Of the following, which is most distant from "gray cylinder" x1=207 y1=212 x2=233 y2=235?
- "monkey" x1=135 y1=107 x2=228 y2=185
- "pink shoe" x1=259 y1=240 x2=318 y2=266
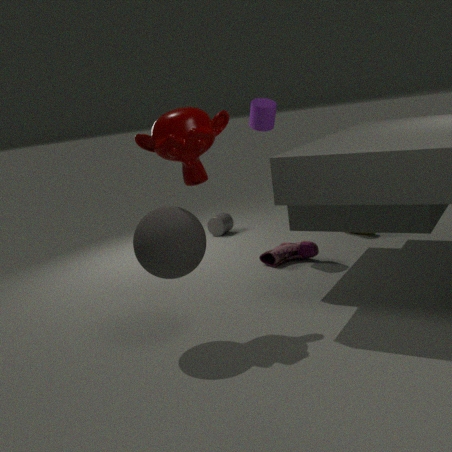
"monkey" x1=135 y1=107 x2=228 y2=185
